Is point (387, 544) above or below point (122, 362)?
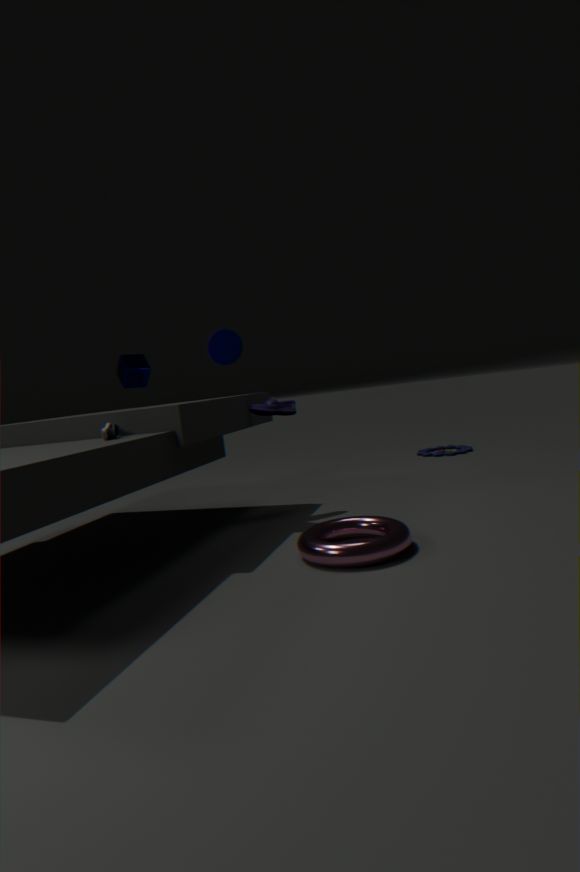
below
